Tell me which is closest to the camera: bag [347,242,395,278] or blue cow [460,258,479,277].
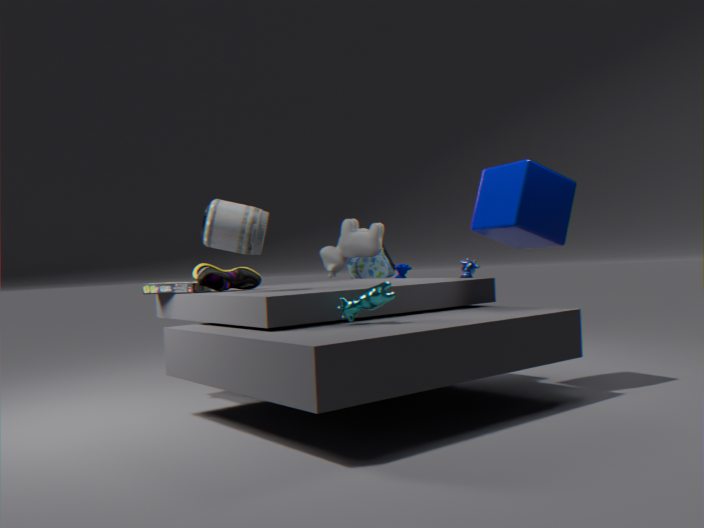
blue cow [460,258,479,277]
